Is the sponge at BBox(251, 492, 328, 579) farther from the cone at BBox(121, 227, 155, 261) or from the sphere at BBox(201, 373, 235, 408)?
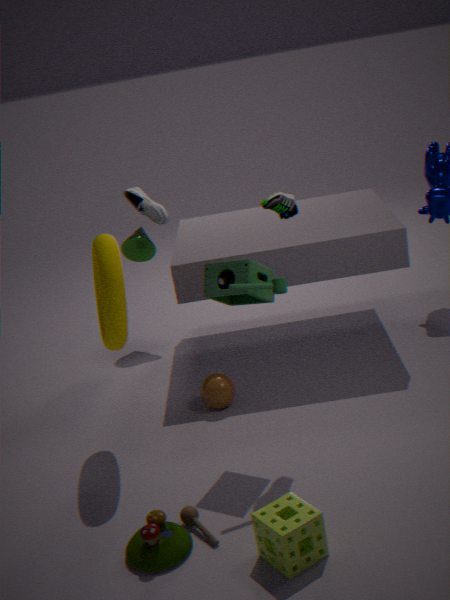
the cone at BBox(121, 227, 155, 261)
